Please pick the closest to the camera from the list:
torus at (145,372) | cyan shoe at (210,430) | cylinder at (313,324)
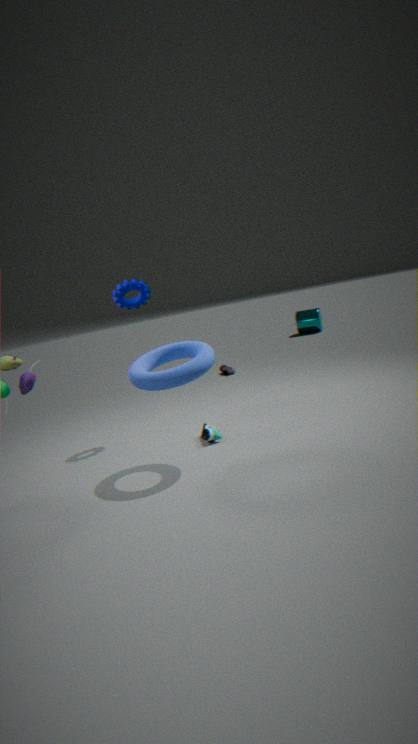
torus at (145,372)
